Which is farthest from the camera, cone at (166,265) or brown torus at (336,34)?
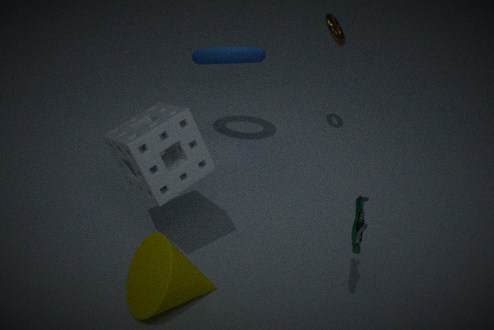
brown torus at (336,34)
